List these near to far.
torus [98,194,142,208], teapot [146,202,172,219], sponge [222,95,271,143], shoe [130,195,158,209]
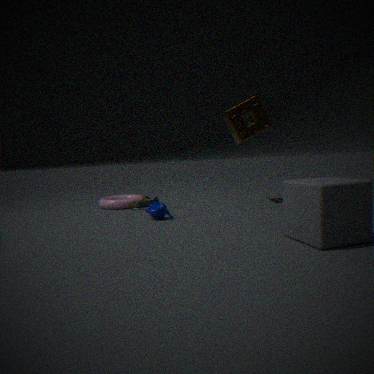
teapot [146,202,172,219] → sponge [222,95,271,143] → shoe [130,195,158,209] → torus [98,194,142,208]
